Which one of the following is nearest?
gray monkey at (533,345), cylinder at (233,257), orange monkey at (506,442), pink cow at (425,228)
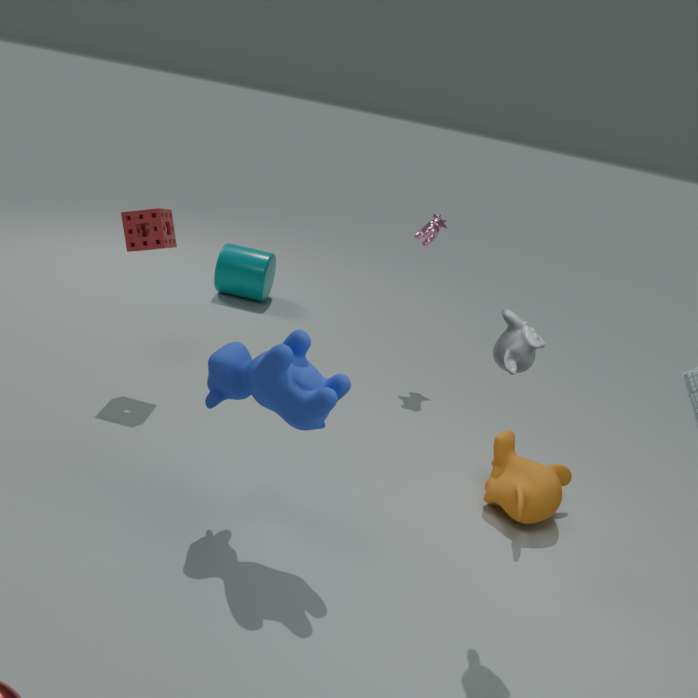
gray monkey at (533,345)
